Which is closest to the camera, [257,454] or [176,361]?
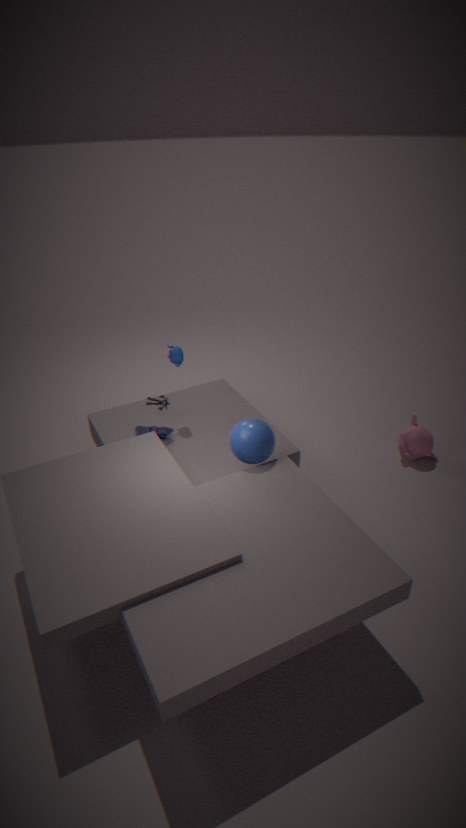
[257,454]
